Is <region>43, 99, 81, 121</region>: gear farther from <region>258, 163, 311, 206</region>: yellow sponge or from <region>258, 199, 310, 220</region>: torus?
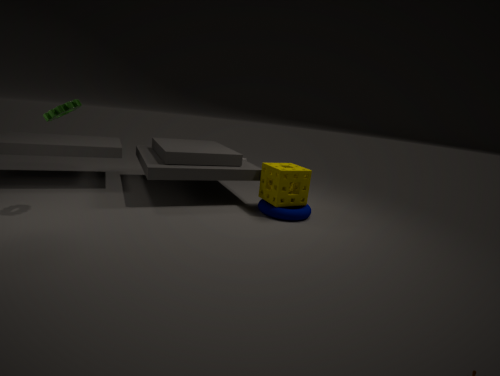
<region>258, 199, 310, 220</region>: torus
